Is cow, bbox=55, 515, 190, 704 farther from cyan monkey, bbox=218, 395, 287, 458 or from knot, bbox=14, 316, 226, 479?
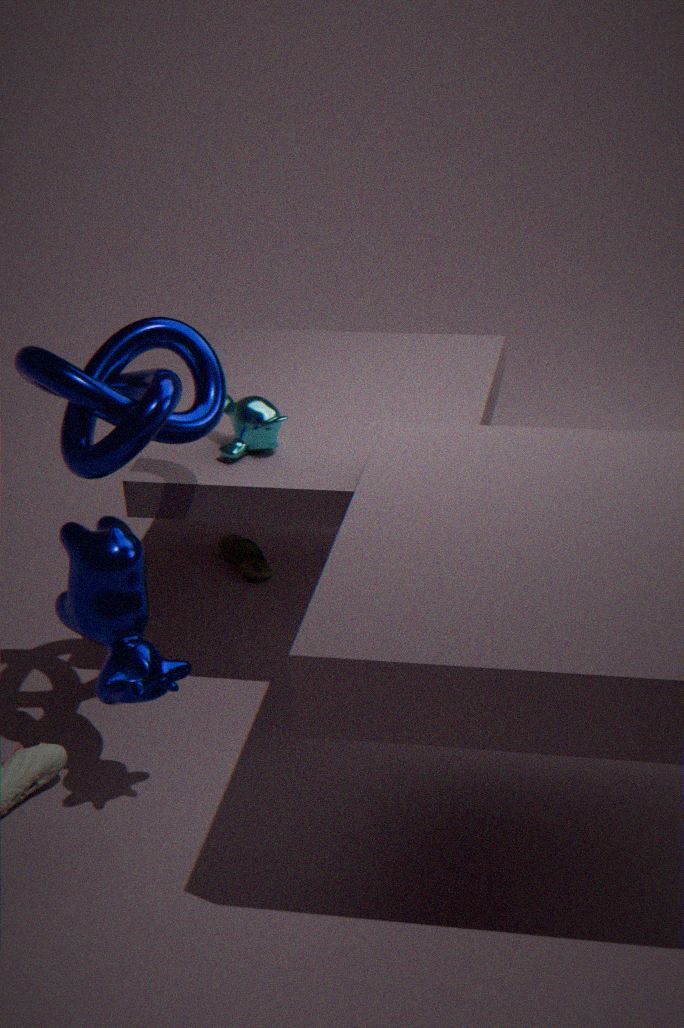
cyan monkey, bbox=218, 395, 287, 458
